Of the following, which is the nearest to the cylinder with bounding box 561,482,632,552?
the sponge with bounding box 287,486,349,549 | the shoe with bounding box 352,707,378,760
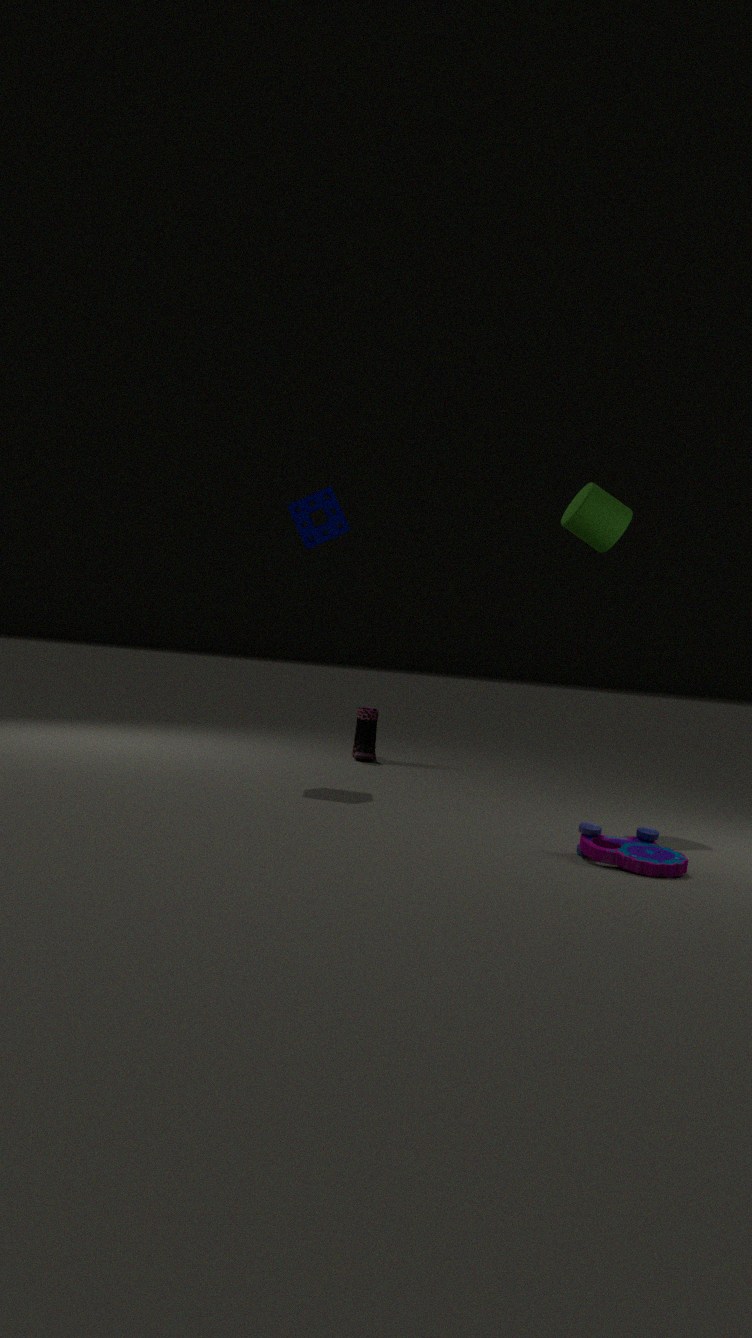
the sponge with bounding box 287,486,349,549
